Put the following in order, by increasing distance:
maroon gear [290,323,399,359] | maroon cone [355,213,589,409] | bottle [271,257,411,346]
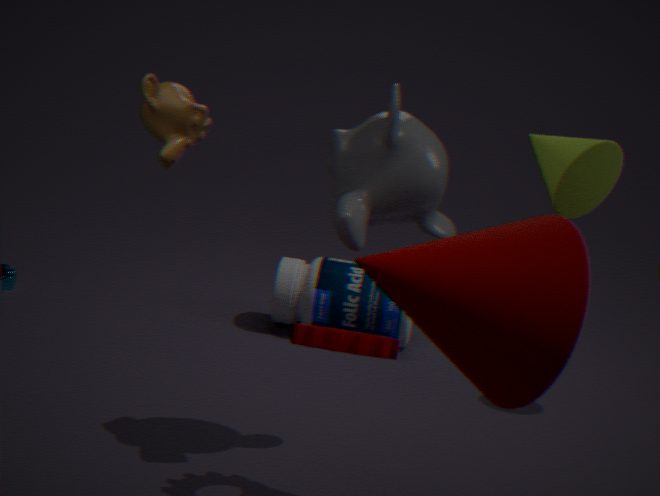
maroon cone [355,213,589,409] < maroon gear [290,323,399,359] < bottle [271,257,411,346]
